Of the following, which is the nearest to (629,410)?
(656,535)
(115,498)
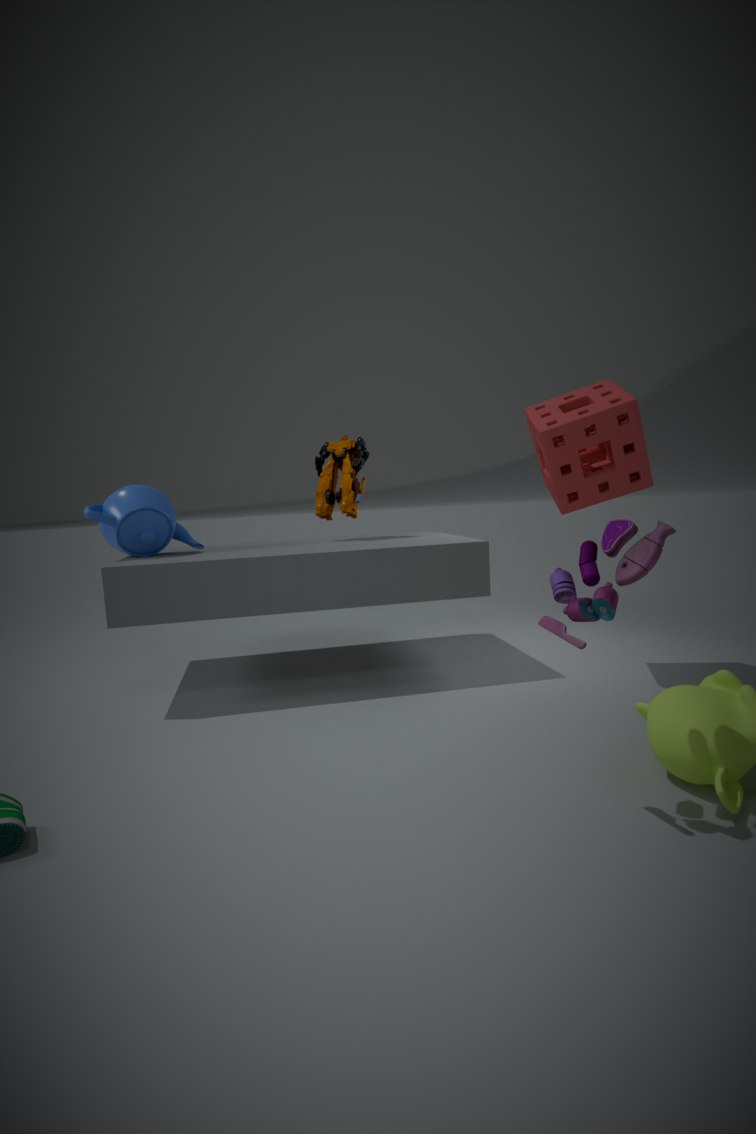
(656,535)
